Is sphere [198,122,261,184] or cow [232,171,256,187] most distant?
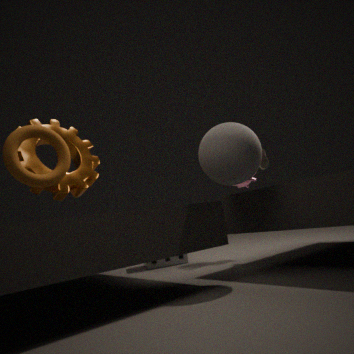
cow [232,171,256,187]
